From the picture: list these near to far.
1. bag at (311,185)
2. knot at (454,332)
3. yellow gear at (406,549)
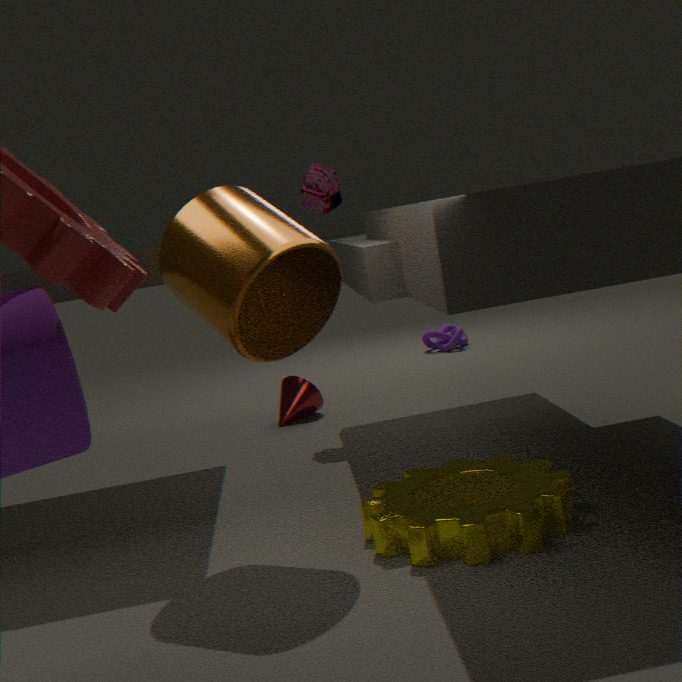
yellow gear at (406,549) < bag at (311,185) < knot at (454,332)
